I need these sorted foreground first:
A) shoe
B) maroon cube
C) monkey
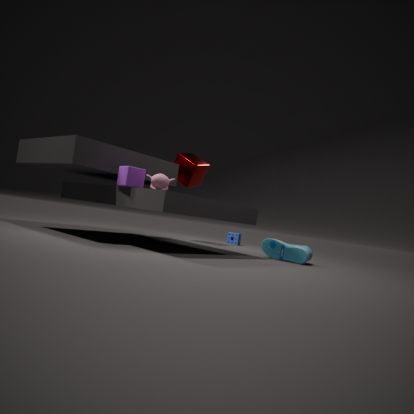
monkey < shoe < maroon cube
